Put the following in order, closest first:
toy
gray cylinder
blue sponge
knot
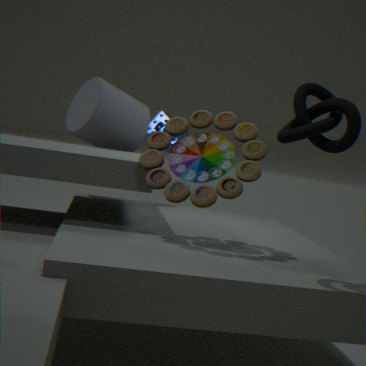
1. knot
2. toy
3. gray cylinder
4. blue sponge
